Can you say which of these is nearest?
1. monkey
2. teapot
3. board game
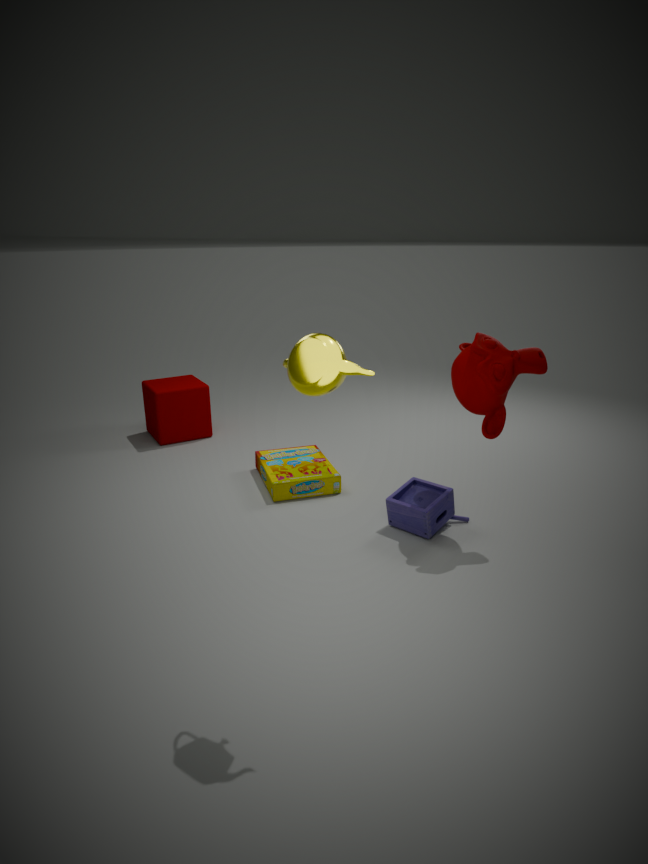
teapot
